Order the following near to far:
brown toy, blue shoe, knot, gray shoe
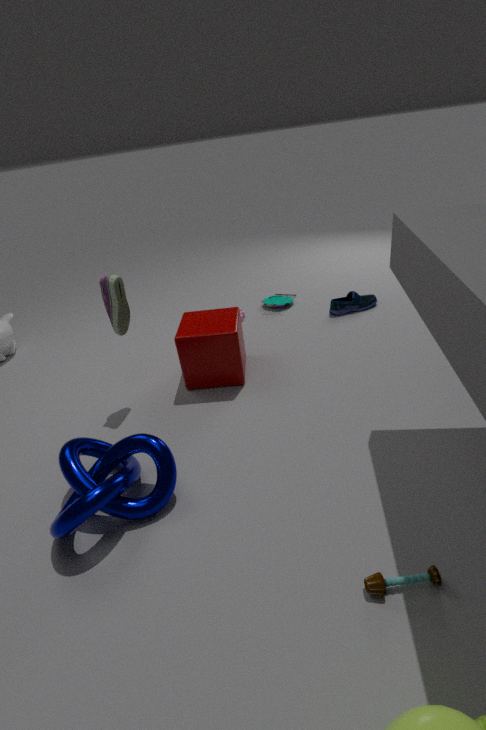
brown toy, knot, gray shoe, blue shoe
